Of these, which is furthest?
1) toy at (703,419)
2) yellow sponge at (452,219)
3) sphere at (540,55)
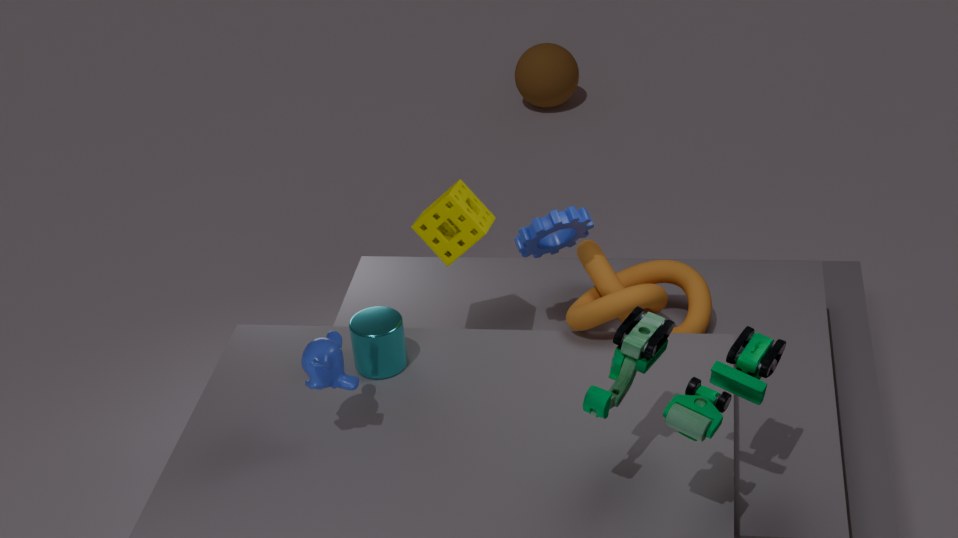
3. sphere at (540,55)
